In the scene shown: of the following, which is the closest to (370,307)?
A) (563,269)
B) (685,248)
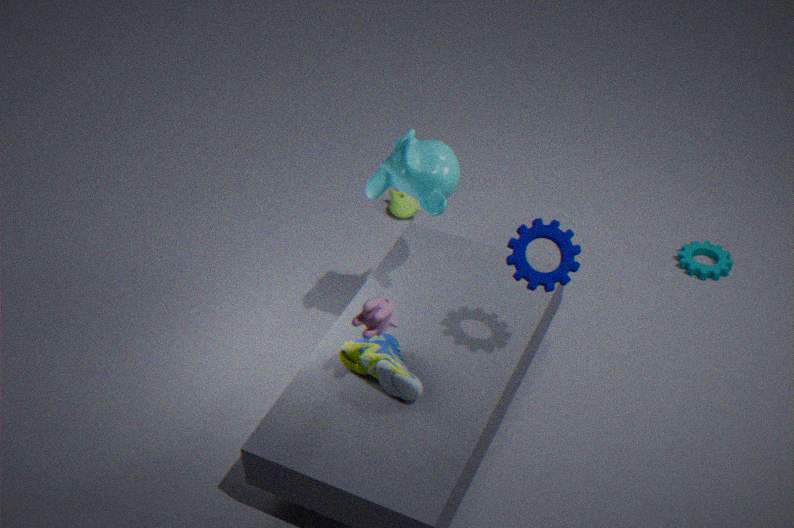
(563,269)
